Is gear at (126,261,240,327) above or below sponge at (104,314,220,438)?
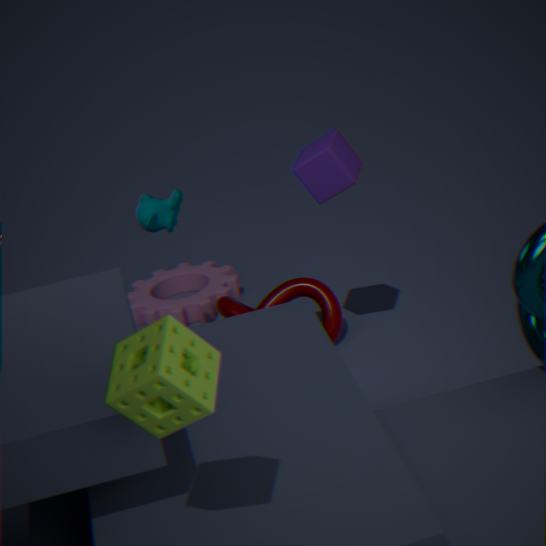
below
